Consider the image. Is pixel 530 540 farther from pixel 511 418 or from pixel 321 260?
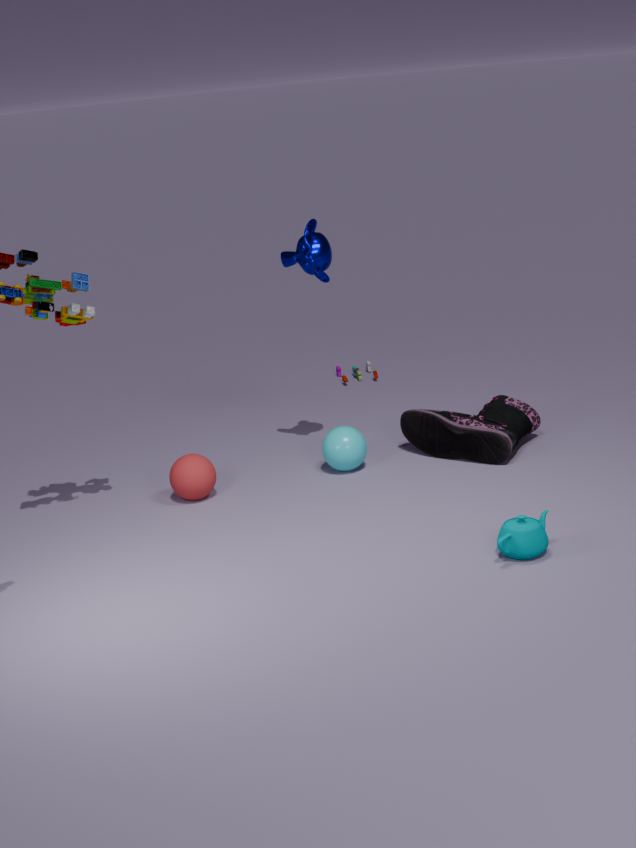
pixel 321 260
